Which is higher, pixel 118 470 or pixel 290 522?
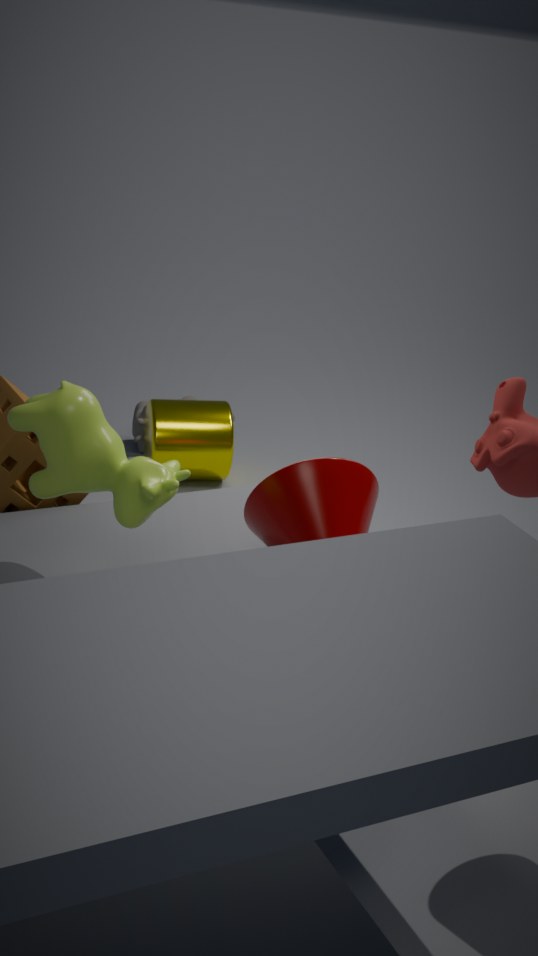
pixel 118 470
